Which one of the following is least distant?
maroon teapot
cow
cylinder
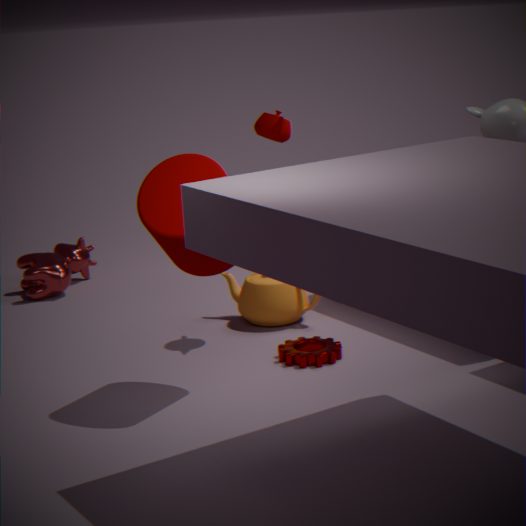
cylinder
